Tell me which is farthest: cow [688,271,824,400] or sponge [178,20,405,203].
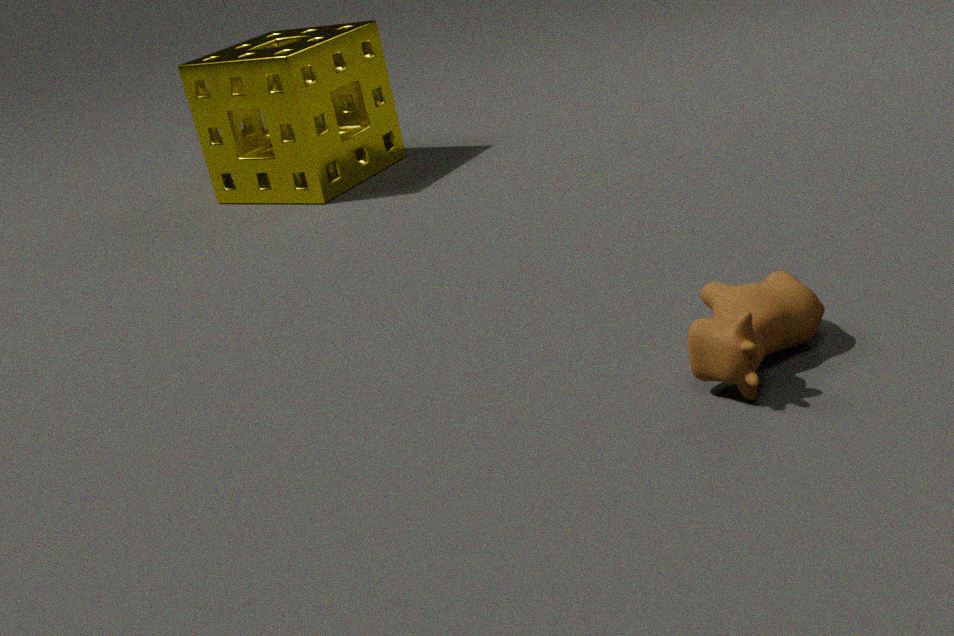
sponge [178,20,405,203]
